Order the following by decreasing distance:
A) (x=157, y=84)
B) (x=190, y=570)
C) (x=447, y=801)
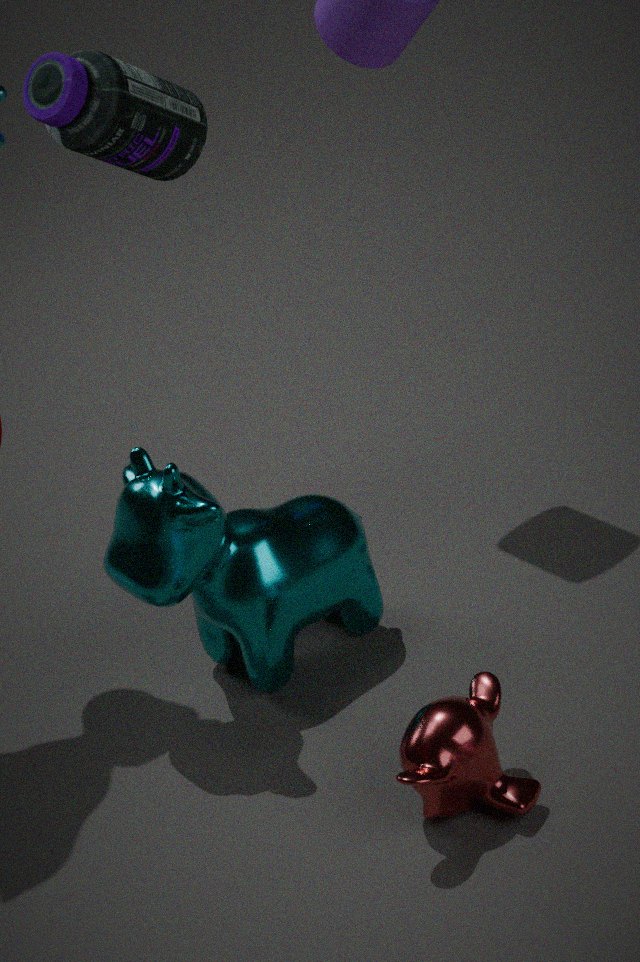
(x=157, y=84)
(x=190, y=570)
(x=447, y=801)
